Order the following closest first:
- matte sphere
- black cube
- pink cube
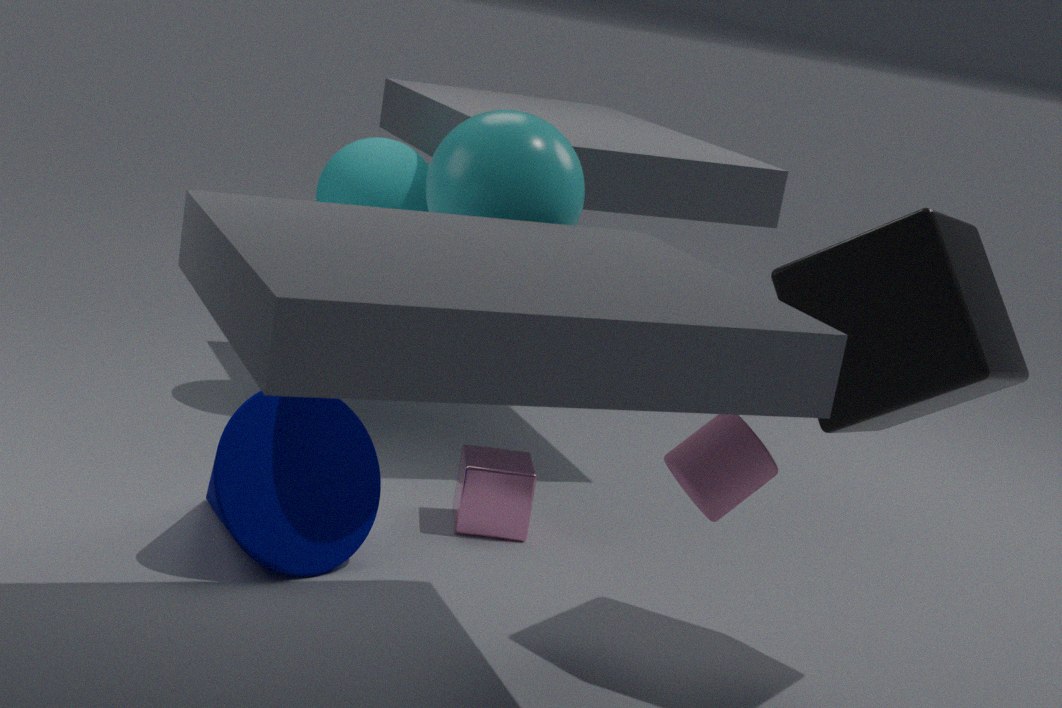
black cube, pink cube, matte sphere
